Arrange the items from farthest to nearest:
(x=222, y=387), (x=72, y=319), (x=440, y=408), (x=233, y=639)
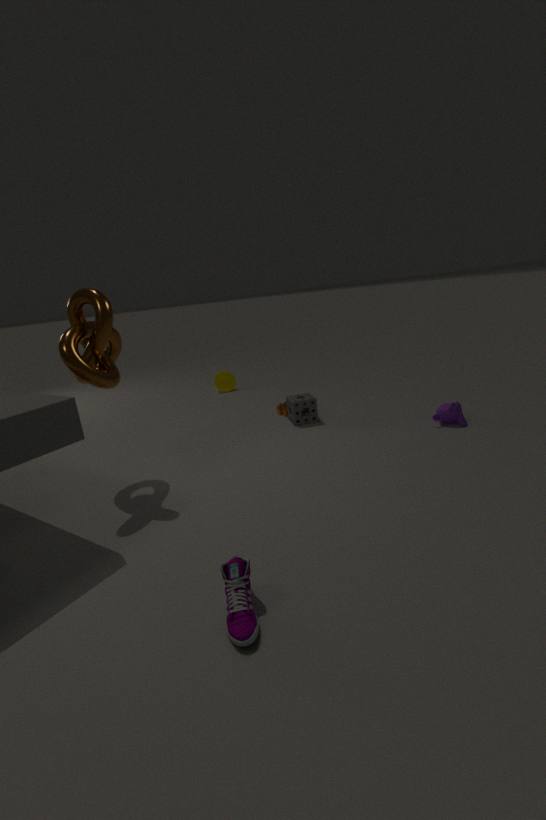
(x=222, y=387)
(x=440, y=408)
(x=72, y=319)
(x=233, y=639)
